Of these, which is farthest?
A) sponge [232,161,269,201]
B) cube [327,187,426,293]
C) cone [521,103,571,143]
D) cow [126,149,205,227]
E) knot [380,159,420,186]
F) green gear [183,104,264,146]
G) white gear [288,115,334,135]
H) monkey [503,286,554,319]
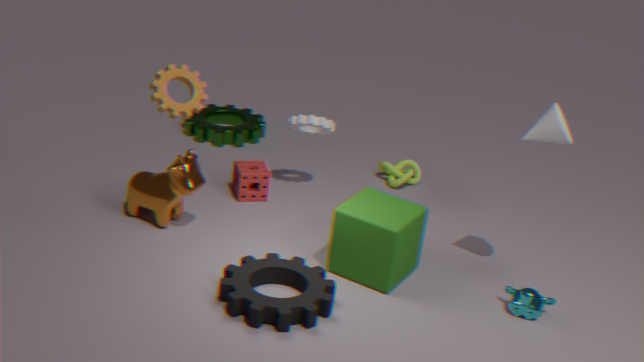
green gear [183,104,264,146]
